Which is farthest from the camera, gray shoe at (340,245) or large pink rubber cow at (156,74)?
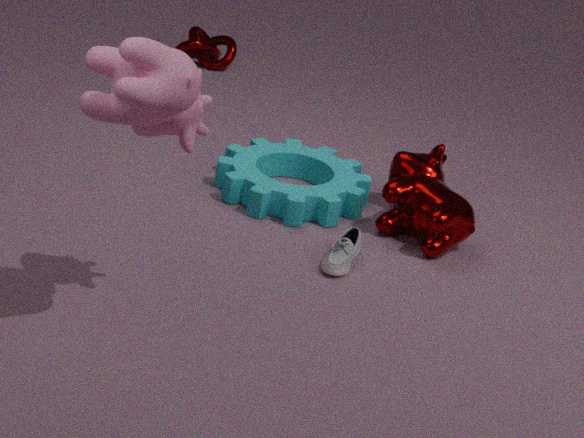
gray shoe at (340,245)
